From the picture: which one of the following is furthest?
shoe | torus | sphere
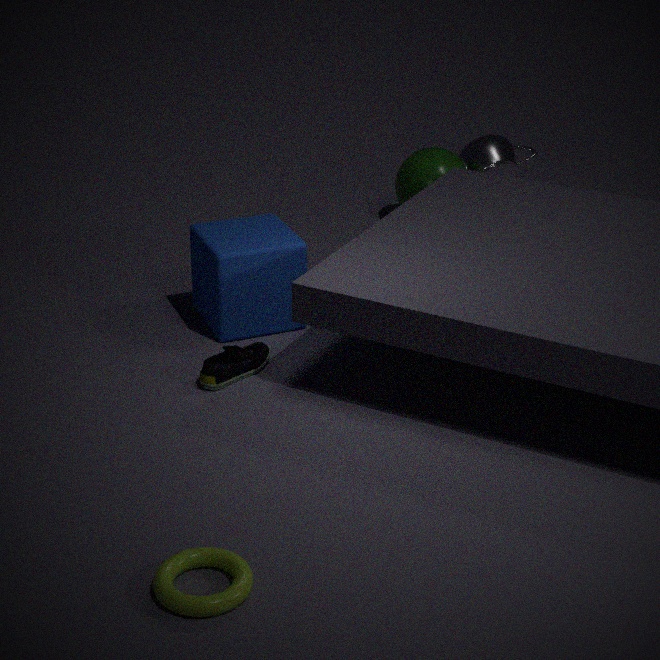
sphere
